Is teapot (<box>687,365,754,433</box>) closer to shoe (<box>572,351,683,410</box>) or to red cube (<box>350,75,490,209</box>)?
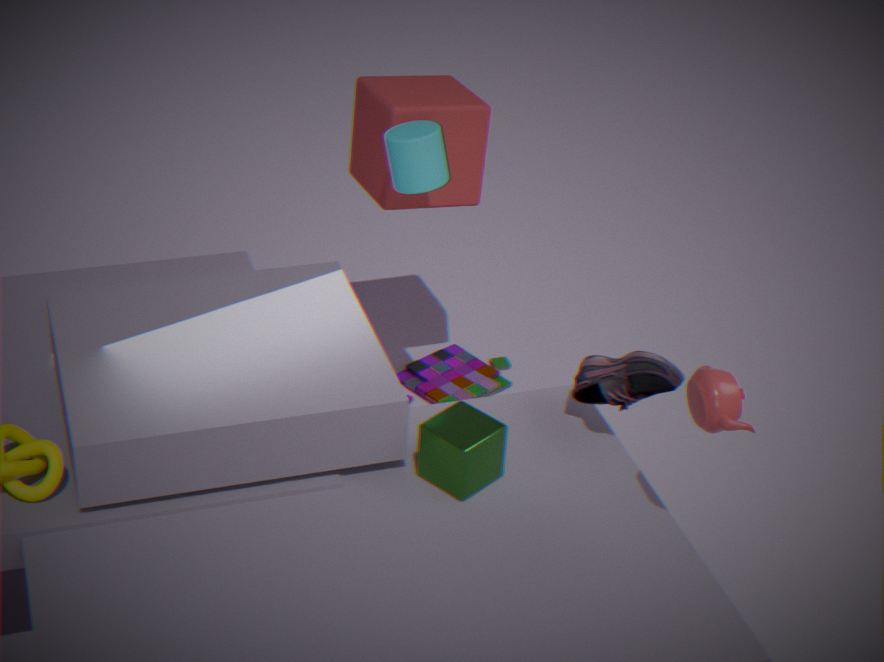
shoe (<box>572,351,683,410</box>)
